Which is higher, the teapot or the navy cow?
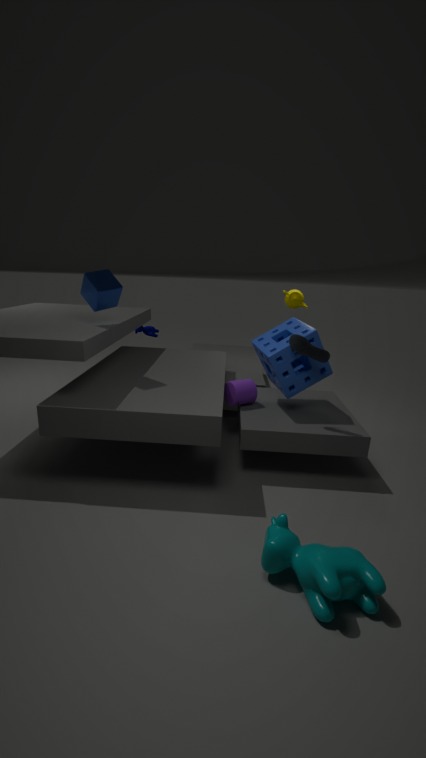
the teapot
